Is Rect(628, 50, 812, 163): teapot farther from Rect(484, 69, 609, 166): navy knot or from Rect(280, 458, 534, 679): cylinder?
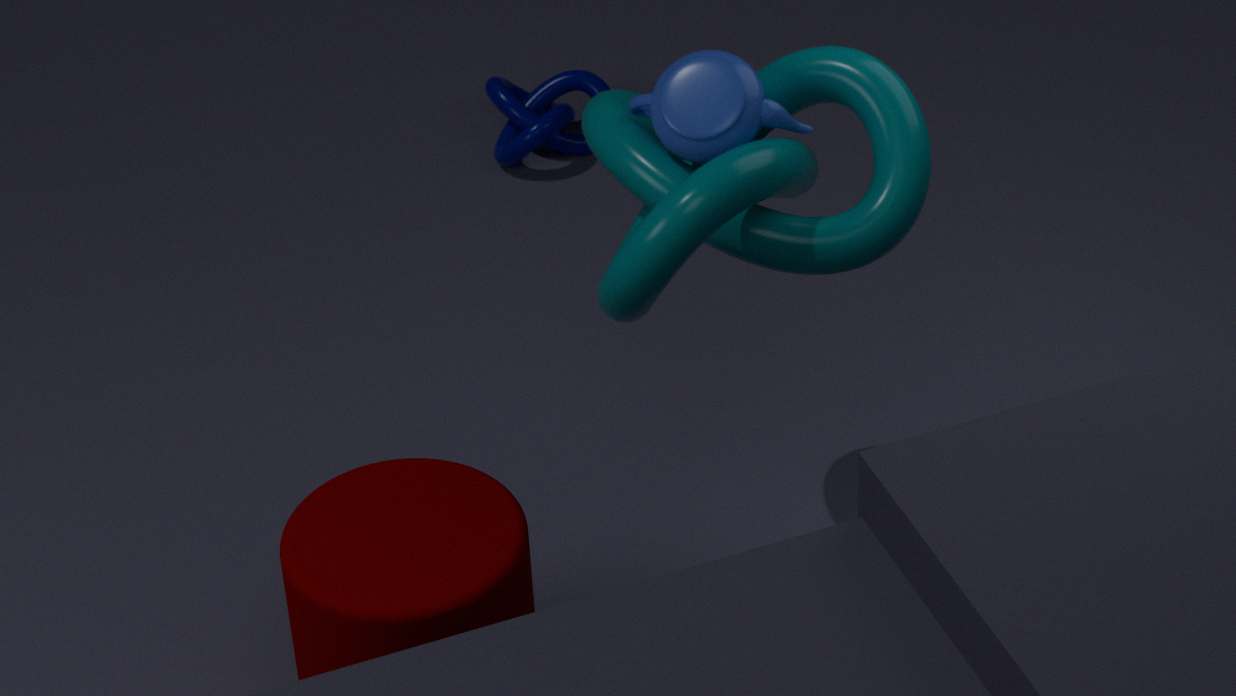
Rect(484, 69, 609, 166): navy knot
